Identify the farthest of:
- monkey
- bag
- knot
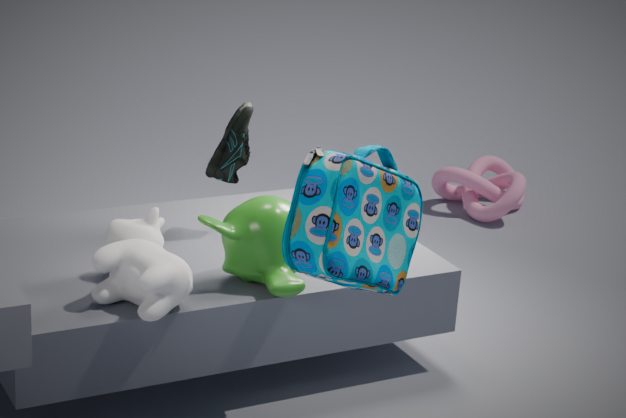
knot
